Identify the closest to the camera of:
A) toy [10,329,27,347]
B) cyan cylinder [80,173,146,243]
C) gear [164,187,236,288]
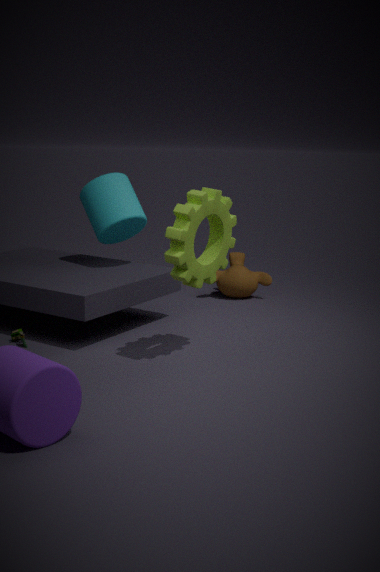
gear [164,187,236,288]
